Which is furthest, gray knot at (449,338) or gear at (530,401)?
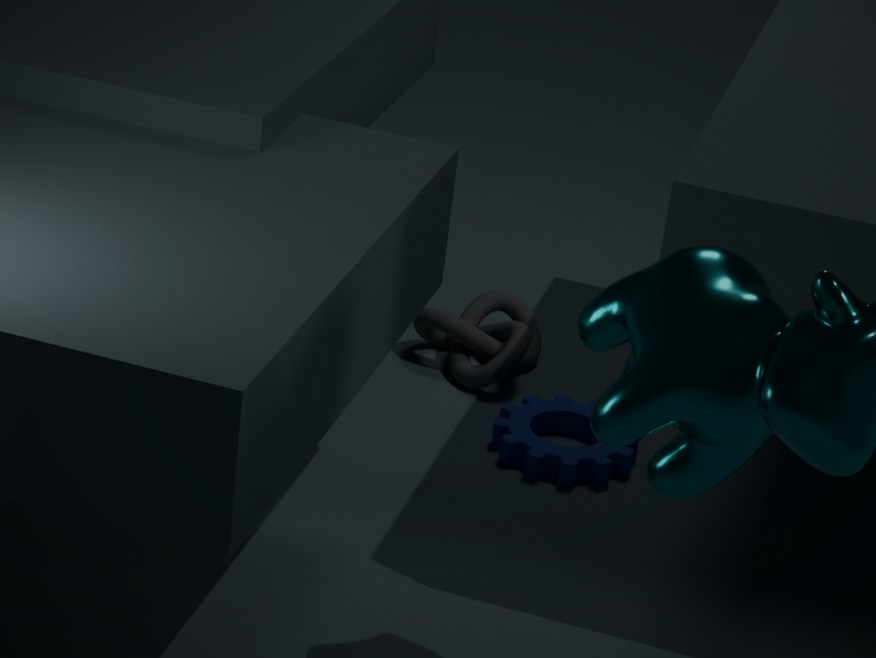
gray knot at (449,338)
